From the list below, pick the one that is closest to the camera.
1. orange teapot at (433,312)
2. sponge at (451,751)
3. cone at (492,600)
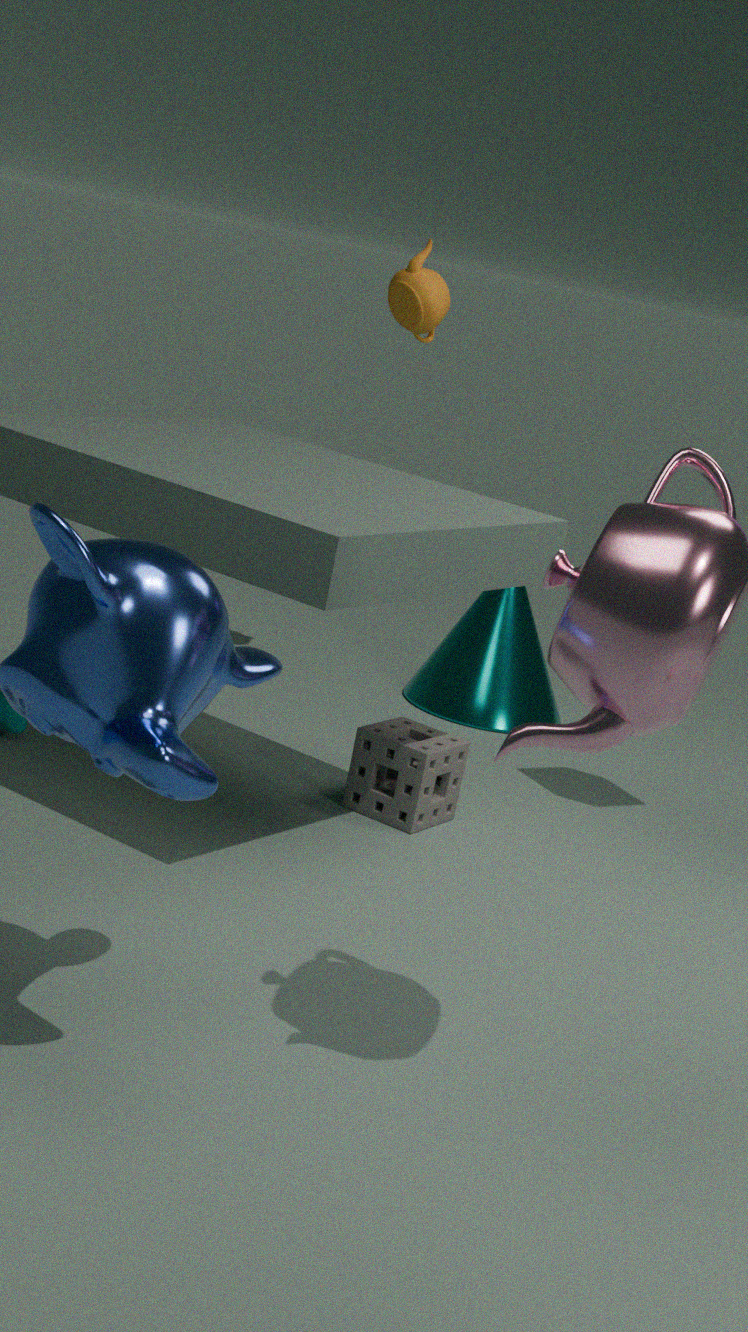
sponge at (451,751)
